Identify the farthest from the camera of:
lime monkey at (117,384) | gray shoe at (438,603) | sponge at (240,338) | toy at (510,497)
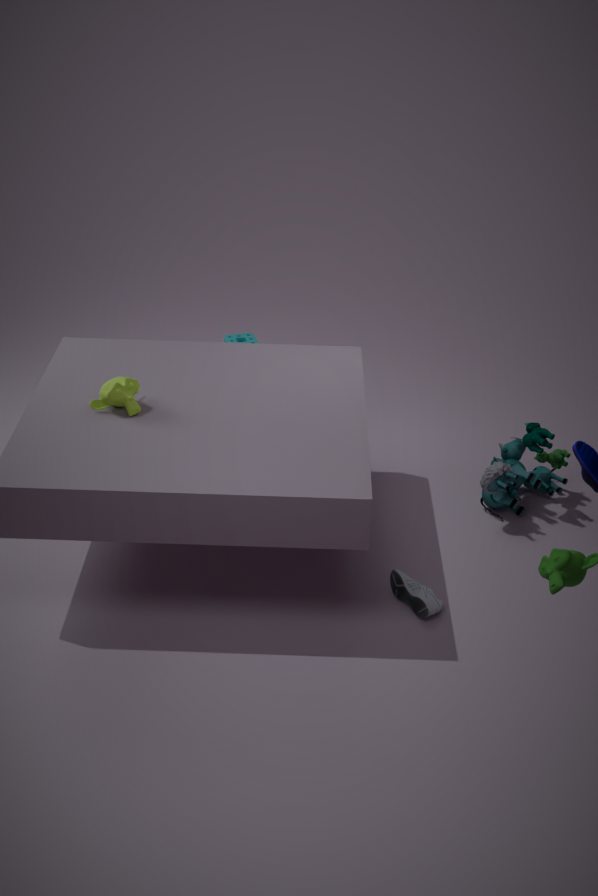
sponge at (240,338)
